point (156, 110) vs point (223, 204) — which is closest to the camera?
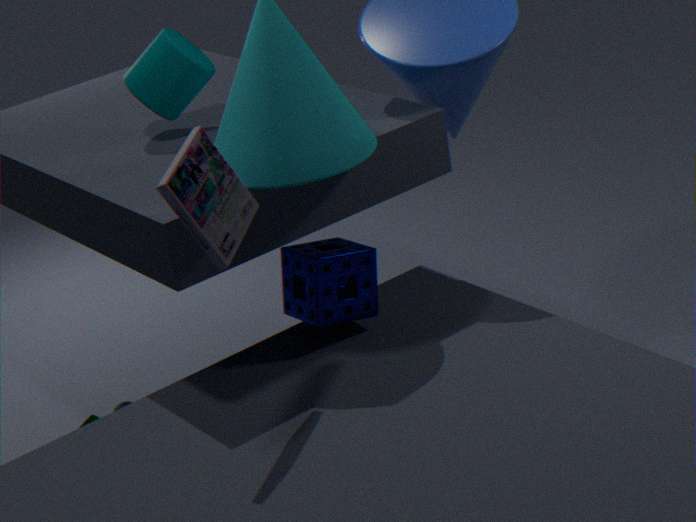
point (223, 204)
